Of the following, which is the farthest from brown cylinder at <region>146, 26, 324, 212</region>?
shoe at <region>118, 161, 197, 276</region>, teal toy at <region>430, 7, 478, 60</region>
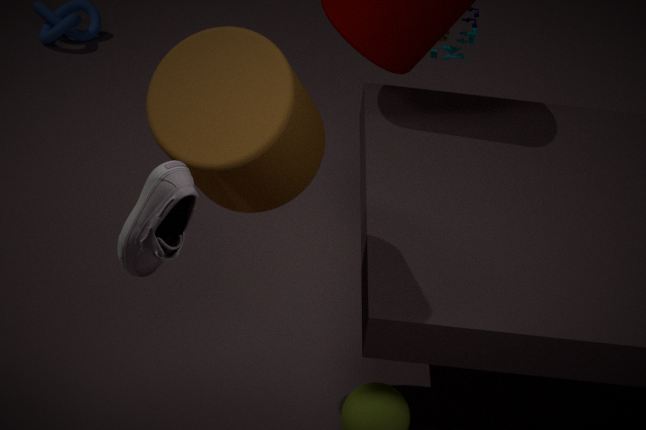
teal toy at <region>430, 7, 478, 60</region>
